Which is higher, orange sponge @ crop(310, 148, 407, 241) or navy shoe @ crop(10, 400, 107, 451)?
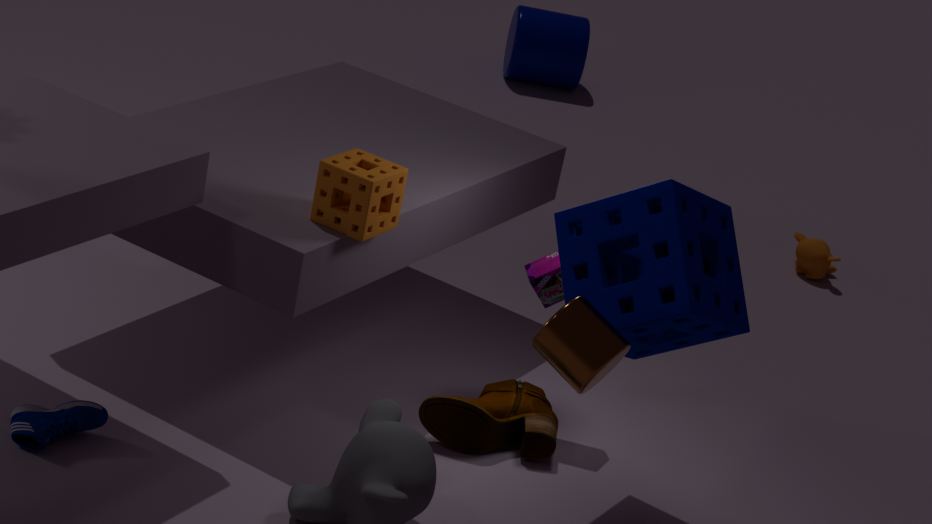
orange sponge @ crop(310, 148, 407, 241)
